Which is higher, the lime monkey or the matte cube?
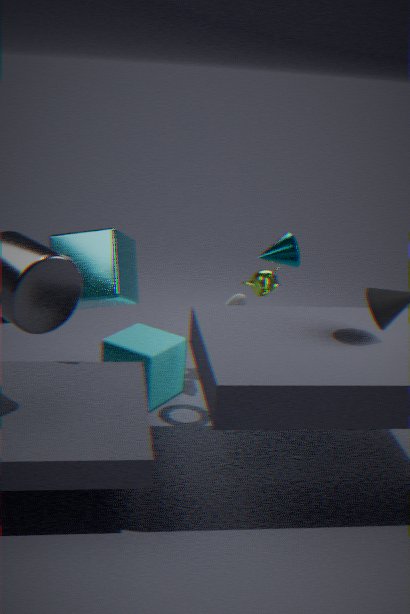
the lime monkey
